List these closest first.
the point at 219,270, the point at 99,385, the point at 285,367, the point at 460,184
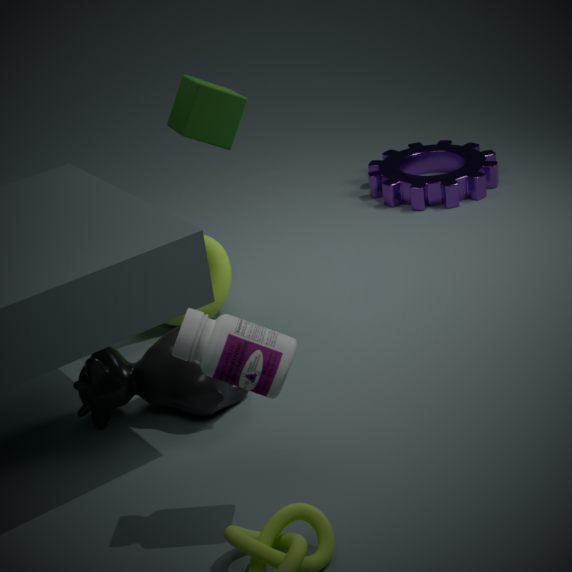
the point at 285,367 → the point at 99,385 → the point at 219,270 → the point at 460,184
